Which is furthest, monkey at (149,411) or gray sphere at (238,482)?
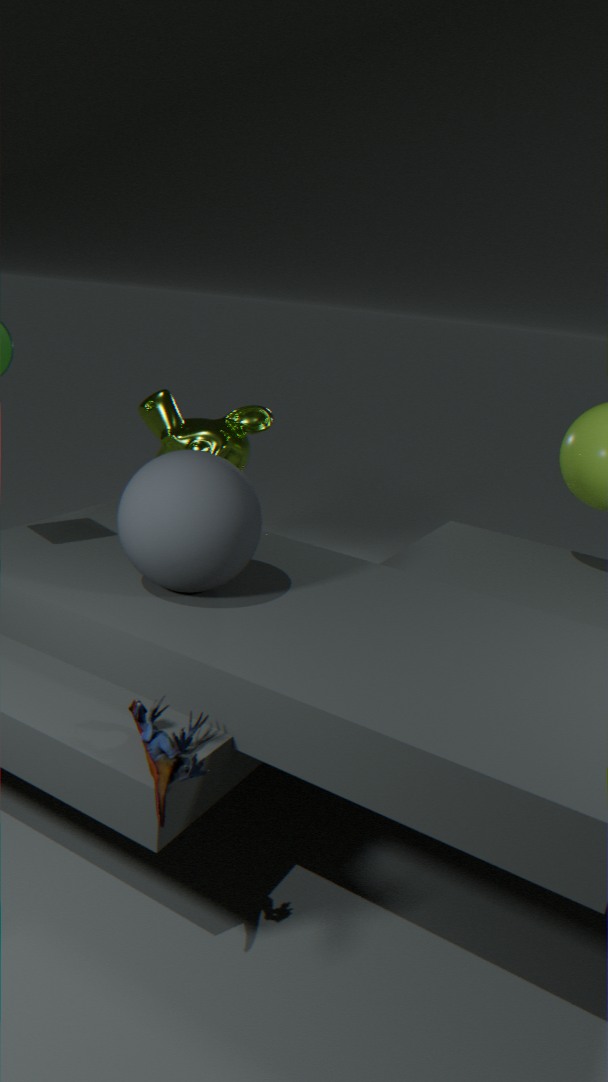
monkey at (149,411)
